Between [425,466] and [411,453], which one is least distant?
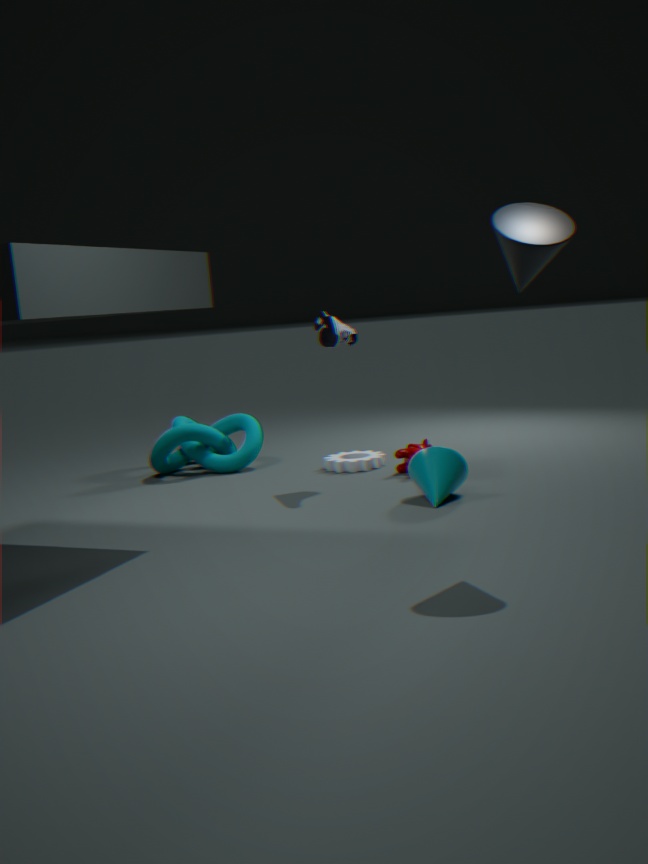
[425,466]
